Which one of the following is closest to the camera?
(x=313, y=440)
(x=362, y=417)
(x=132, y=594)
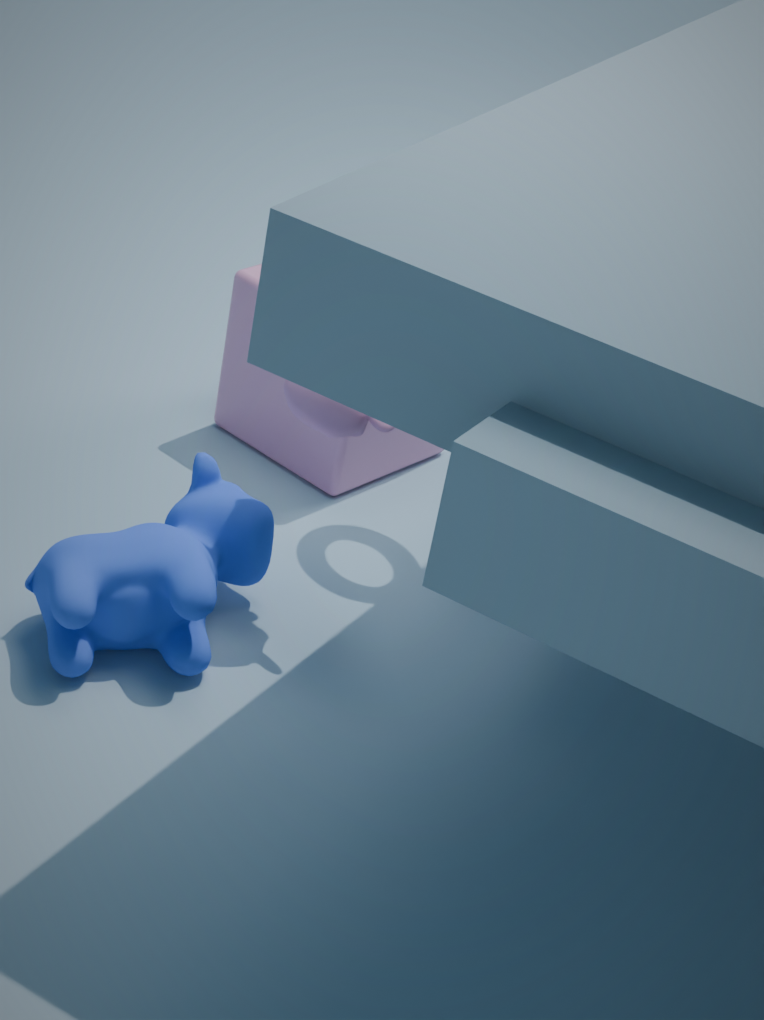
(x=132, y=594)
